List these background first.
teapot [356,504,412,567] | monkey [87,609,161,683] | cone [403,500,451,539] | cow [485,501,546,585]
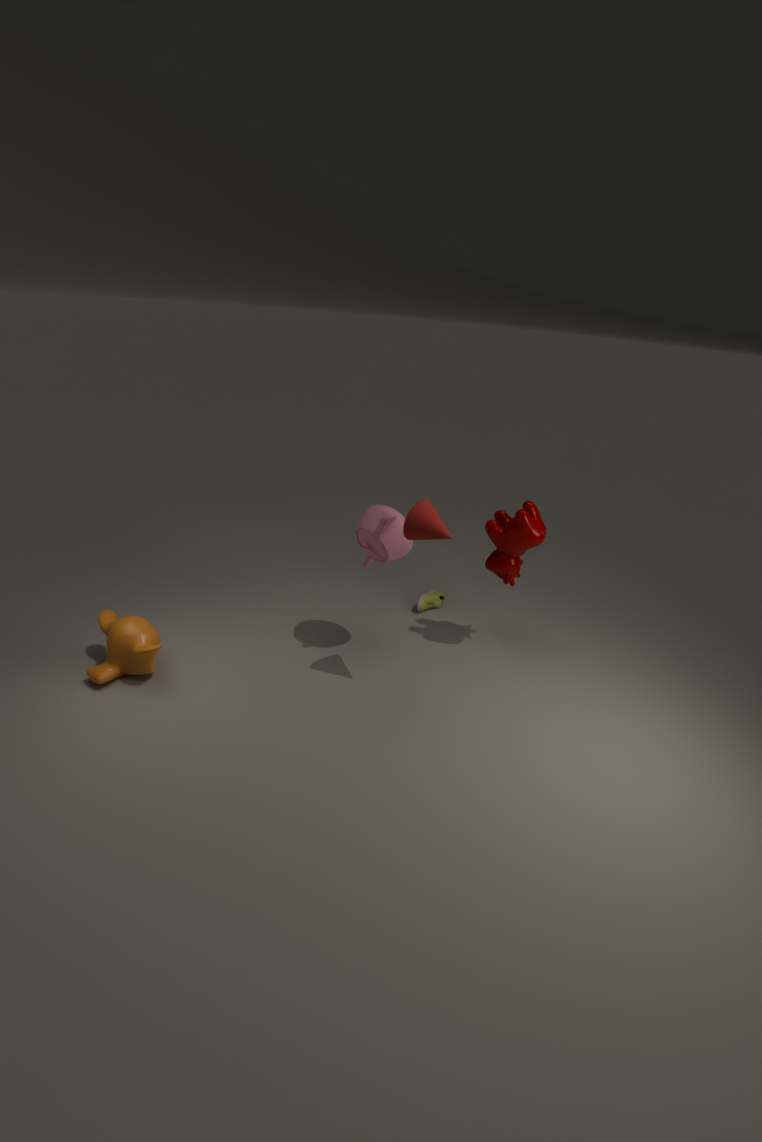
1. cow [485,501,546,585]
2. teapot [356,504,412,567]
3. monkey [87,609,161,683]
4. cone [403,500,451,539]
